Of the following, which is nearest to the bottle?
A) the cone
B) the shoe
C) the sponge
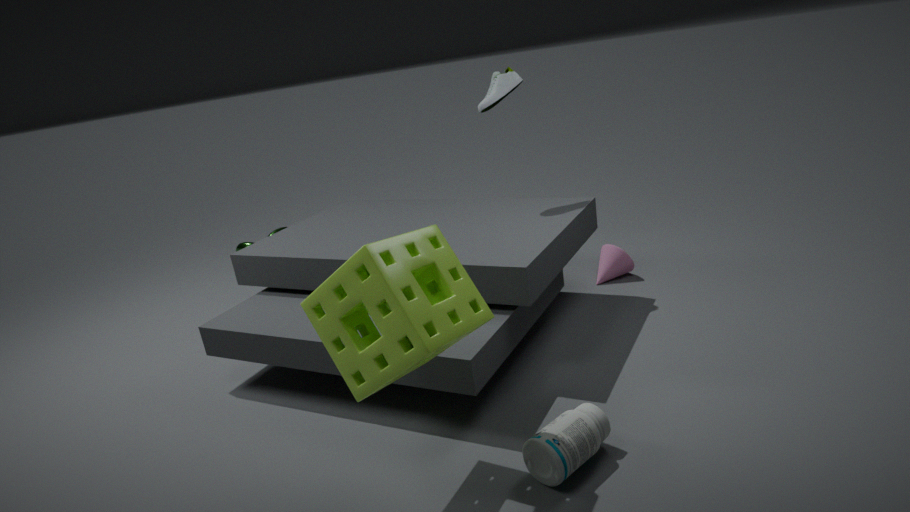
the sponge
